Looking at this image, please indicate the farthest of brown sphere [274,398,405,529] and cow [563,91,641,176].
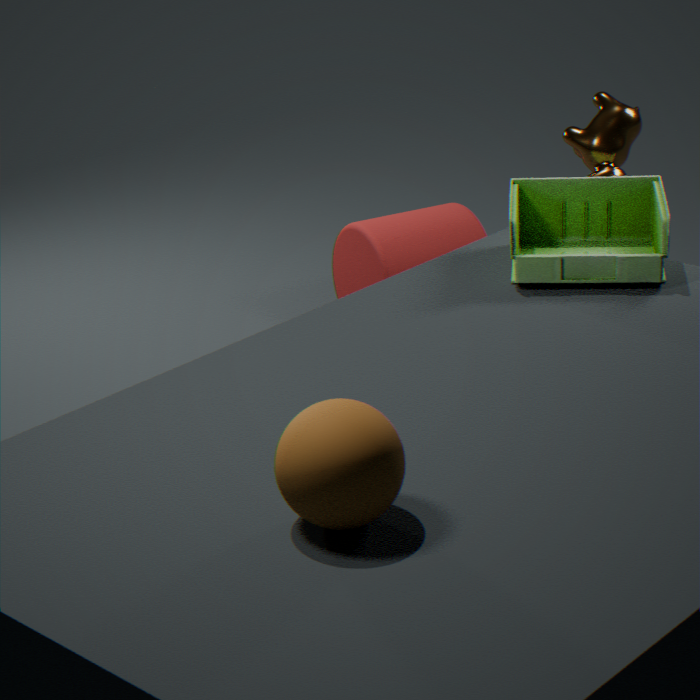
cow [563,91,641,176]
